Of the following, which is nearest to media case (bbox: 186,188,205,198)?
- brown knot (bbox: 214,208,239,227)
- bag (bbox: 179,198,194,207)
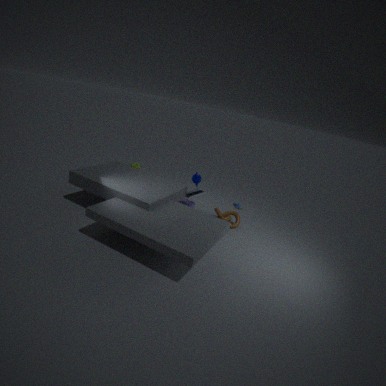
bag (bbox: 179,198,194,207)
